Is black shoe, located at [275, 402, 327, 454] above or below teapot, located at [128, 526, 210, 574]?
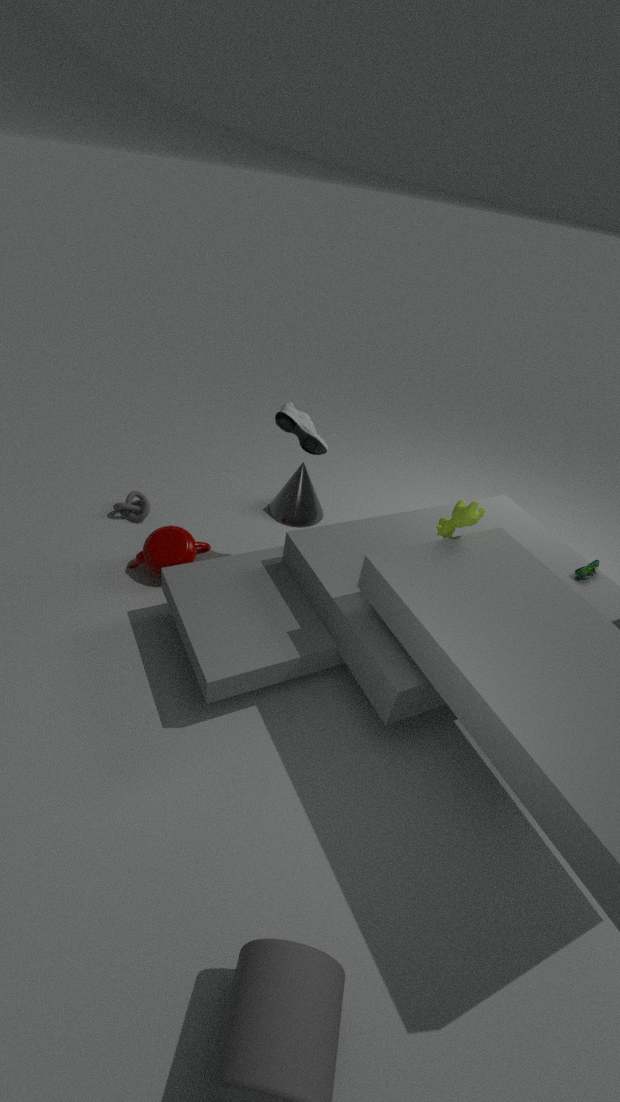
above
